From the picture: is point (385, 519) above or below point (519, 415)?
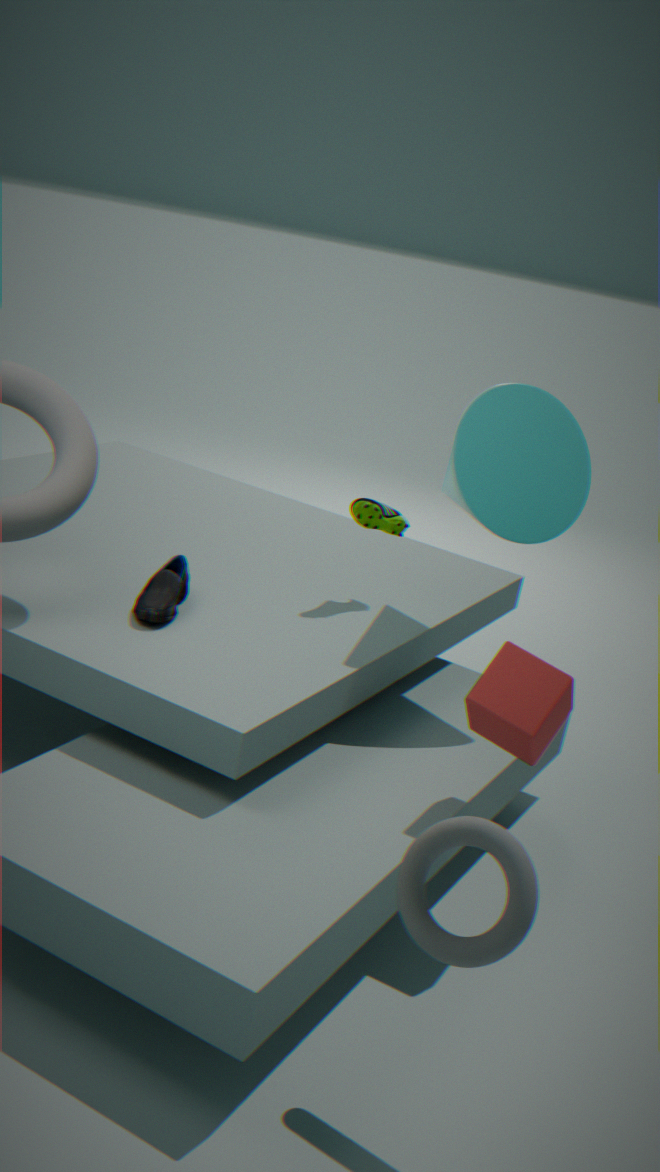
below
